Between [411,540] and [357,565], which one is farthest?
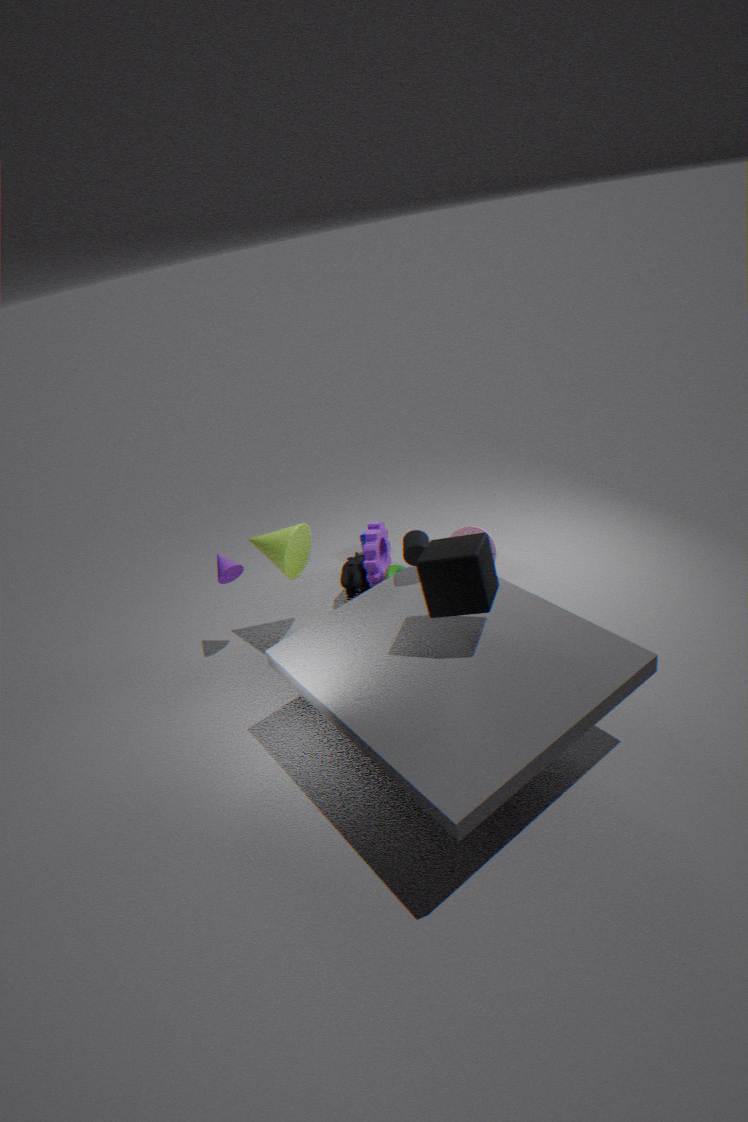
[357,565]
